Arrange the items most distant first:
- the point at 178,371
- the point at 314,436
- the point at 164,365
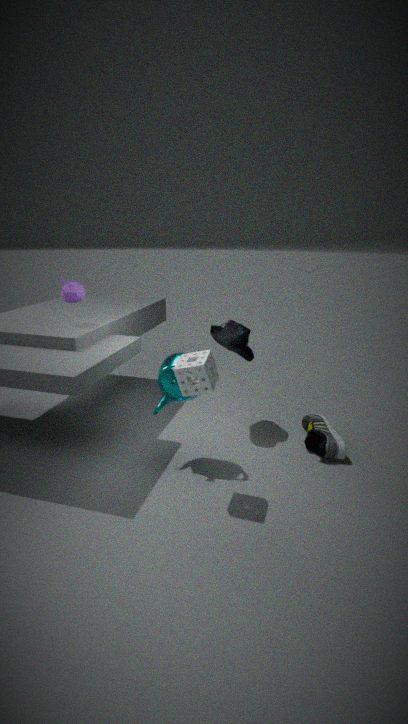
the point at 314,436
the point at 164,365
the point at 178,371
